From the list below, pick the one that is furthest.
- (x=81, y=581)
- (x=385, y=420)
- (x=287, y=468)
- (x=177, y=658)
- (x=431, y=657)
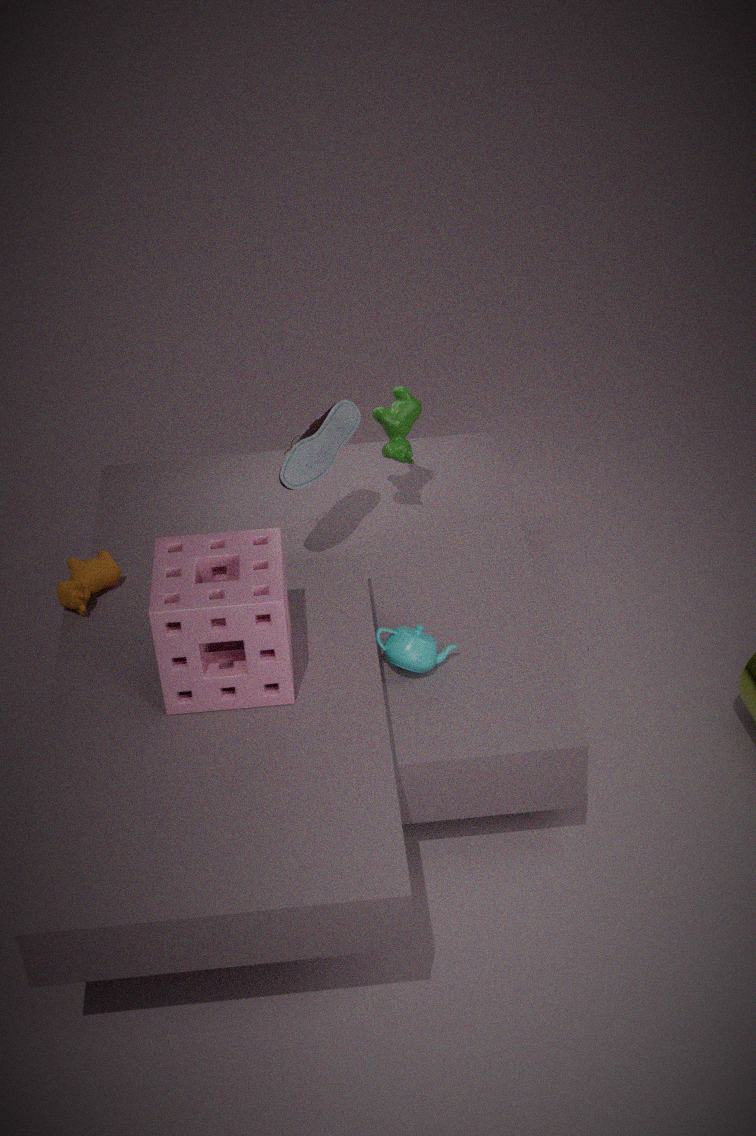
(x=385, y=420)
